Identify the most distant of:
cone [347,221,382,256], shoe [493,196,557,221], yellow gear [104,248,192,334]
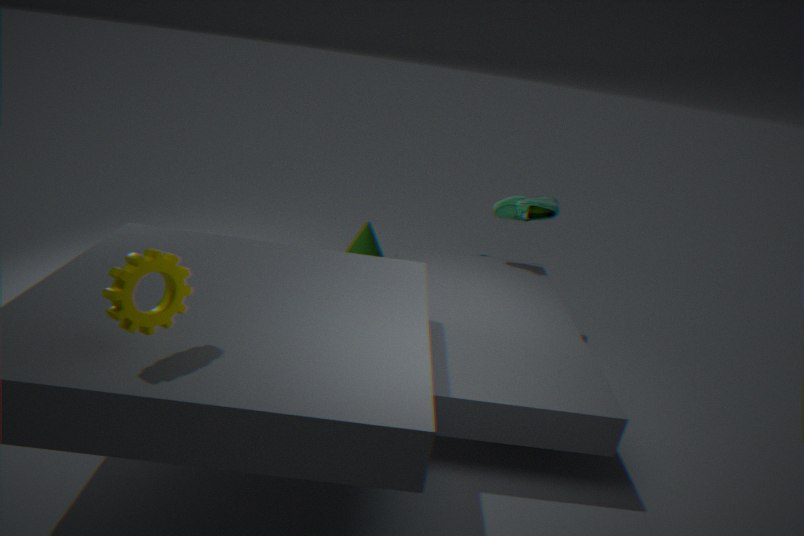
cone [347,221,382,256]
